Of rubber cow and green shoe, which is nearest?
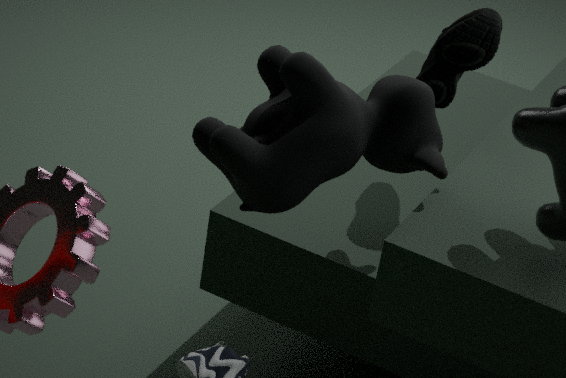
rubber cow
